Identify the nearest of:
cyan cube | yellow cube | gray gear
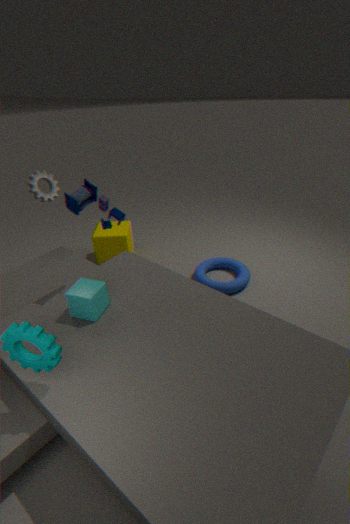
cyan cube
